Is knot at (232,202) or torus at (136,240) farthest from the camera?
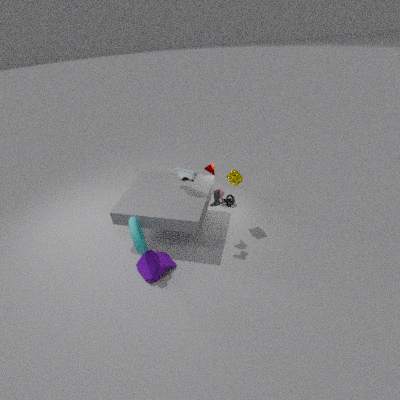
knot at (232,202)
